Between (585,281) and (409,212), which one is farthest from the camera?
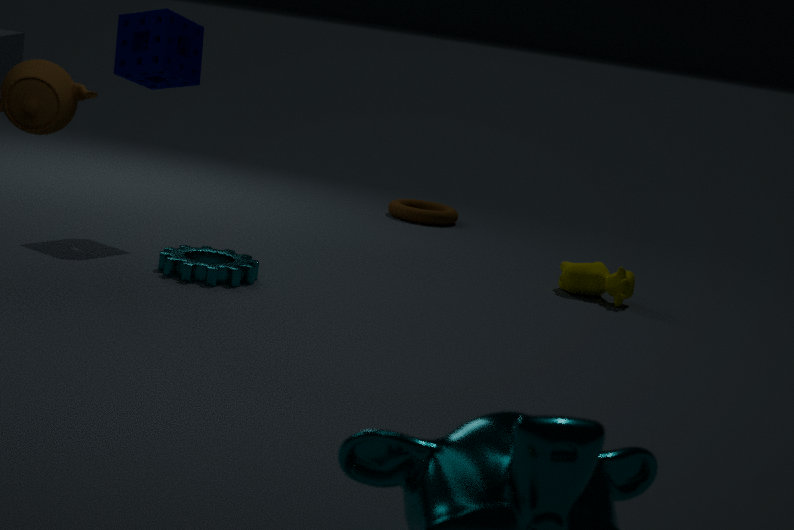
(409,212)
